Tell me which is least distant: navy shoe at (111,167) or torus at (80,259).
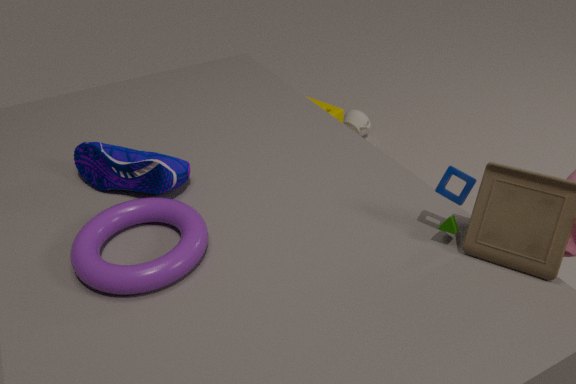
torus at (80,259)
